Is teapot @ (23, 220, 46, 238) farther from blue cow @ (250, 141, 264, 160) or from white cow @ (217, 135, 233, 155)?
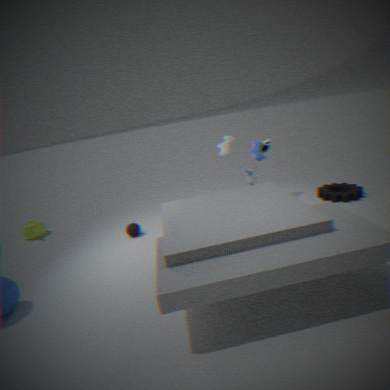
blue cow @ (250, 141, 264, 160)
